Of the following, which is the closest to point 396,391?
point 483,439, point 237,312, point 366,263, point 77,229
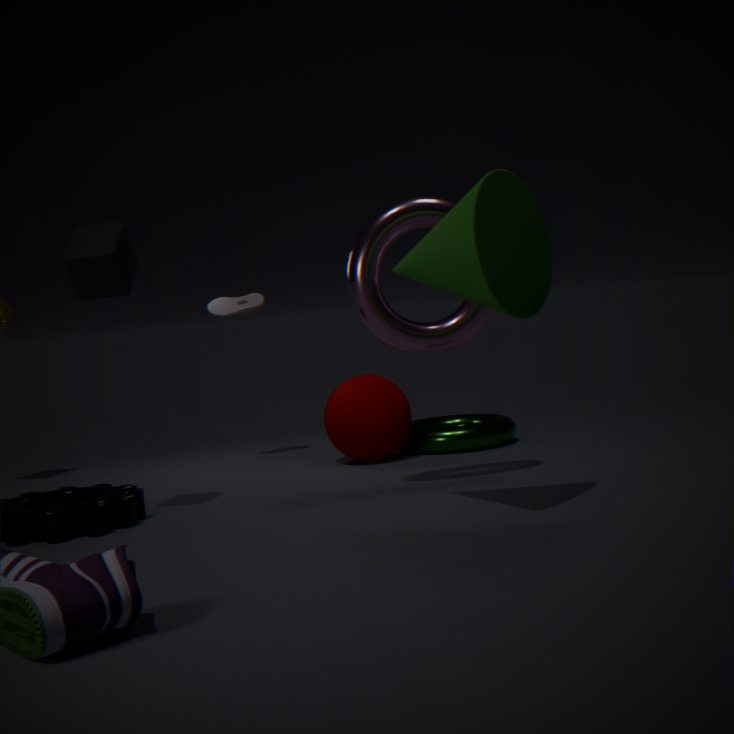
point 483,439
